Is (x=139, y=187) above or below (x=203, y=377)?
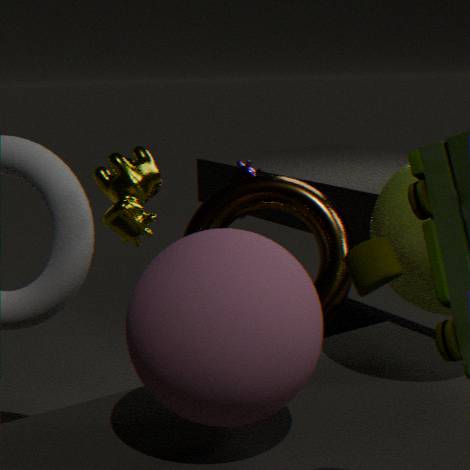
above
